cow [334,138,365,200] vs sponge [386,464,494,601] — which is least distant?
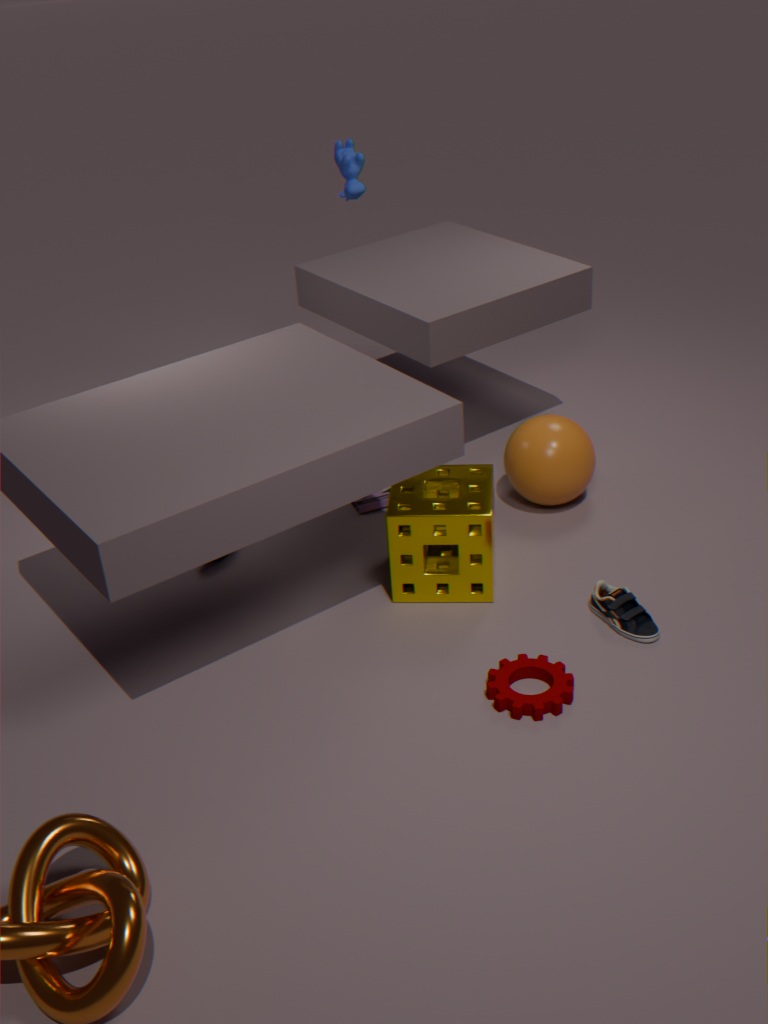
sponge [386,464,494,601]
